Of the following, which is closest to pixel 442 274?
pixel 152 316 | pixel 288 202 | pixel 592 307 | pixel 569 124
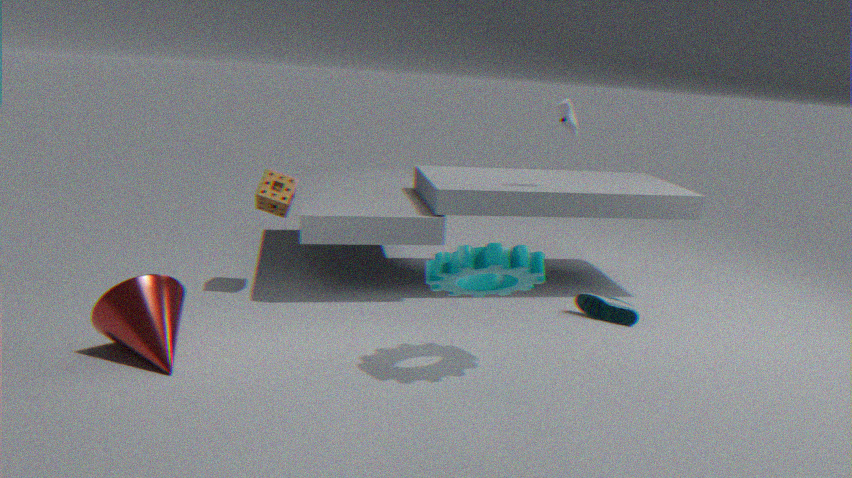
pixel 592 307
